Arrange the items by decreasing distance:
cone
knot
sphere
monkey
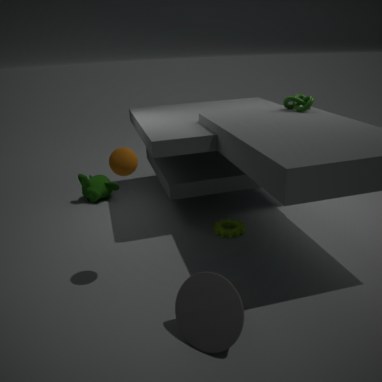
monkey < knot < sphere < cone
